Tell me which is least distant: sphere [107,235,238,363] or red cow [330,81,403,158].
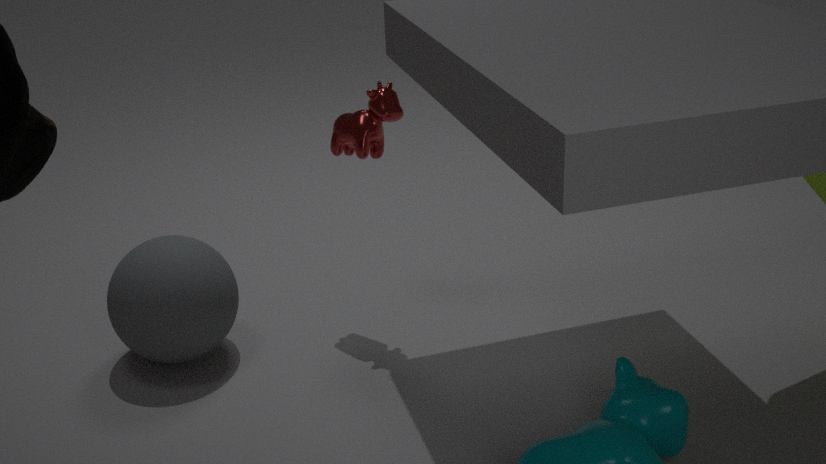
sphere [107,235,238,363]
